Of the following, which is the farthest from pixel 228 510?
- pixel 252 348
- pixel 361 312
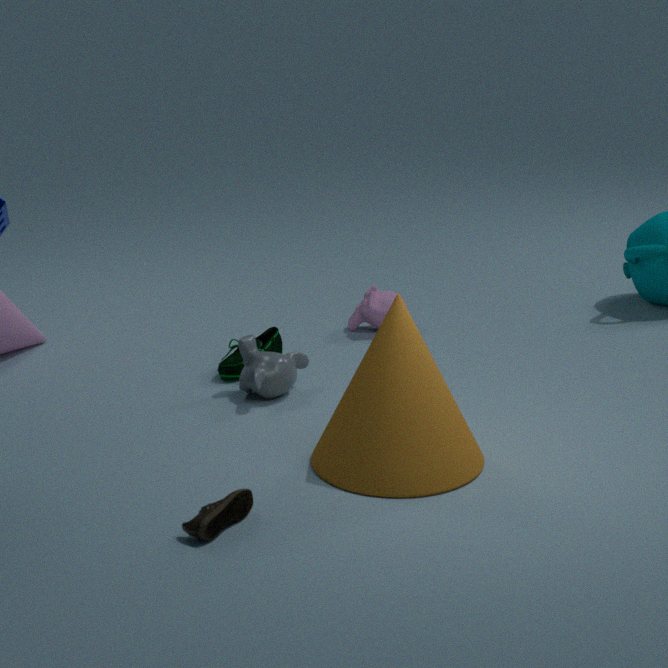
pixel 361 312
